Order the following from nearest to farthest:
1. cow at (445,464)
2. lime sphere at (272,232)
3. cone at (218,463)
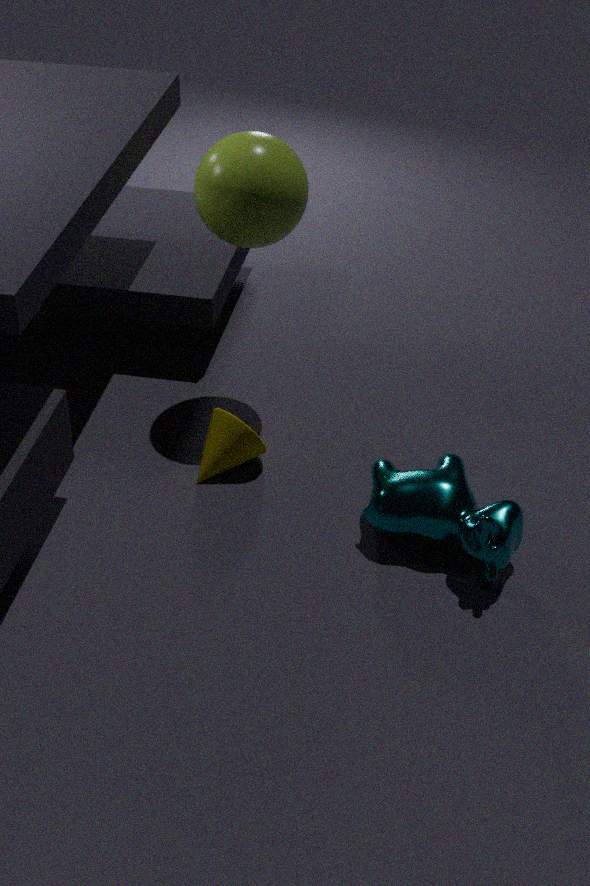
cow at (445,464)
lime sphere at (272,232)
cone at (218,463)
